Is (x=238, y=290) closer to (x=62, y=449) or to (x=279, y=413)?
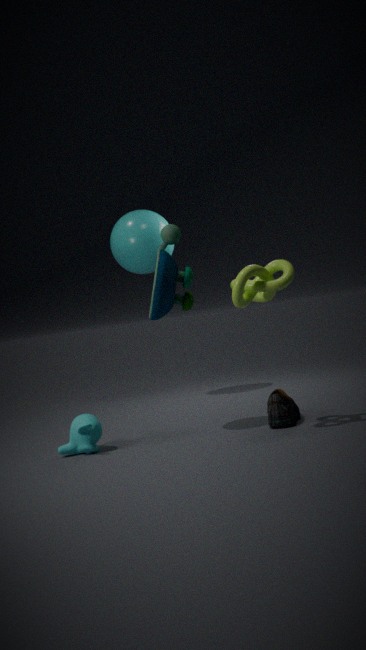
(x=279, y=413)
